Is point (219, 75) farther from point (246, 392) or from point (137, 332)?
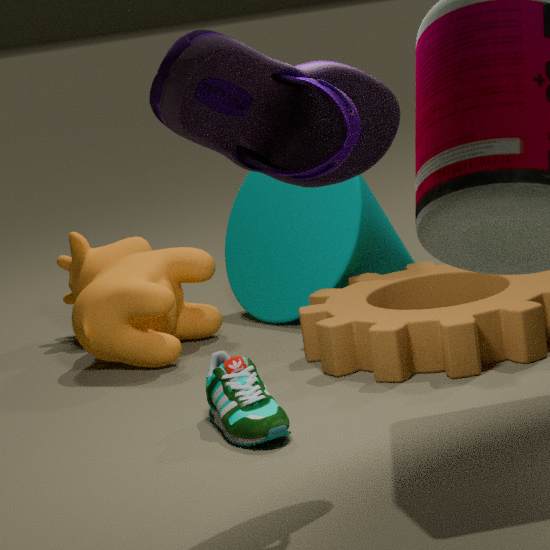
point (137, 332)
